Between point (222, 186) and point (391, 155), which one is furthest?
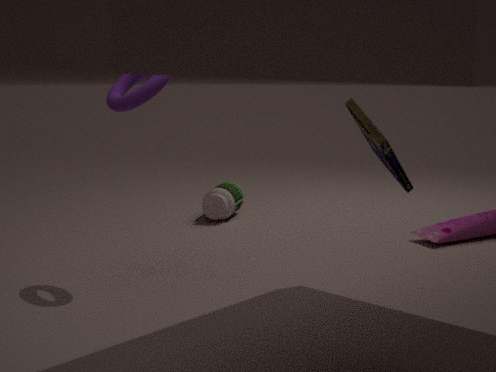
point (222, 186)
